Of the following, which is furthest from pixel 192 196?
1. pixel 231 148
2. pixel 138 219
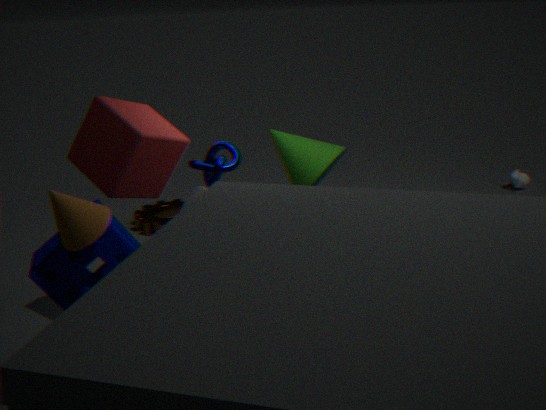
pixel 231 148
